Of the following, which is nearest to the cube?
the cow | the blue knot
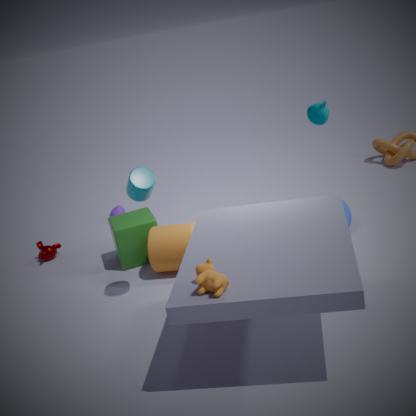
the blue knot
